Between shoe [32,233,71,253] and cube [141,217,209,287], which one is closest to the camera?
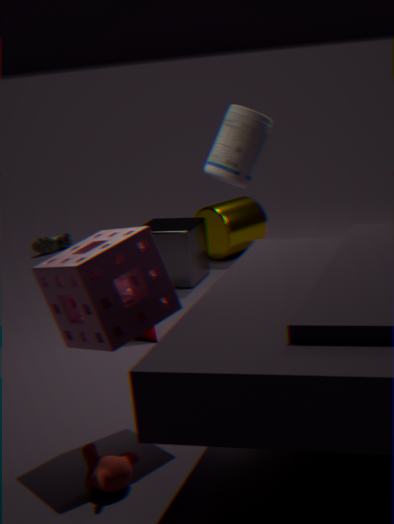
cube [141,217,209,287]
